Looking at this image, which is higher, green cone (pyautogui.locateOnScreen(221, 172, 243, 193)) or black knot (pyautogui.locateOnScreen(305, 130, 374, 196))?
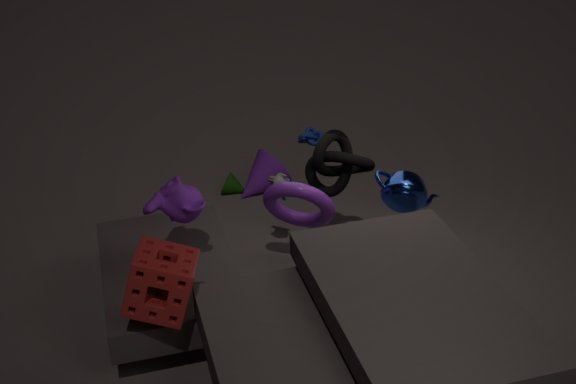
black knot (pyautogui.locateOnScreen(305, 130, 374, 196))
